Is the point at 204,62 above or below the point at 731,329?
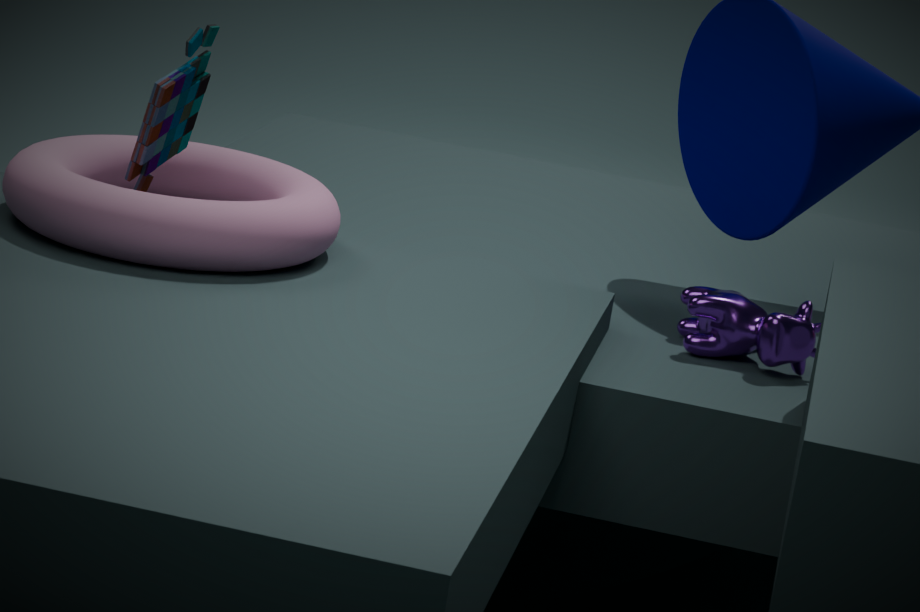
above
